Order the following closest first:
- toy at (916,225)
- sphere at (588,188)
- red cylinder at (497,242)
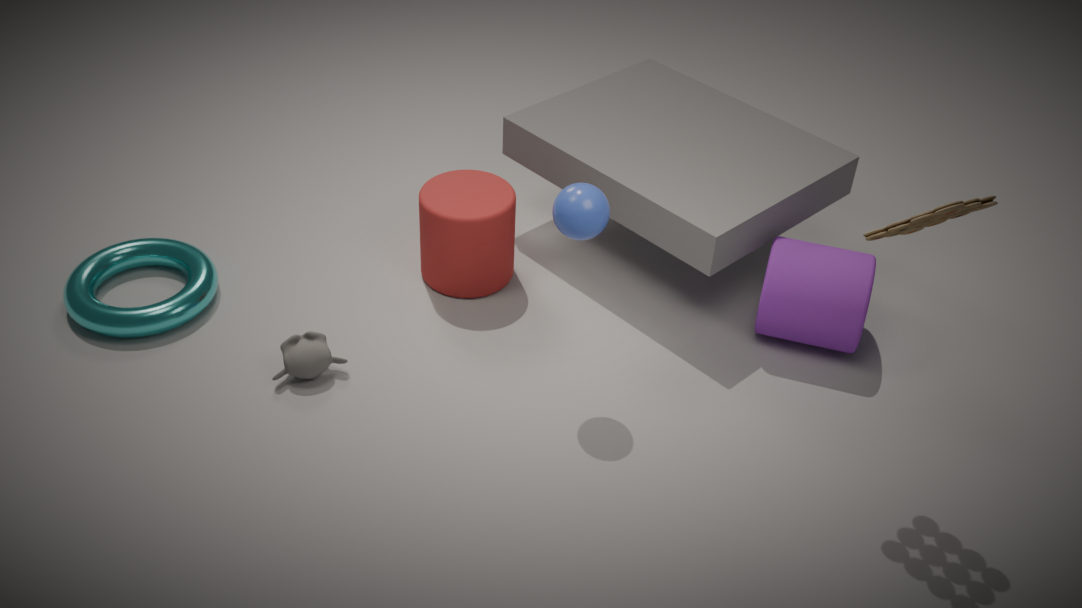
toy at (916,225), sphere at (588,188), red cylinder at (497,242)
